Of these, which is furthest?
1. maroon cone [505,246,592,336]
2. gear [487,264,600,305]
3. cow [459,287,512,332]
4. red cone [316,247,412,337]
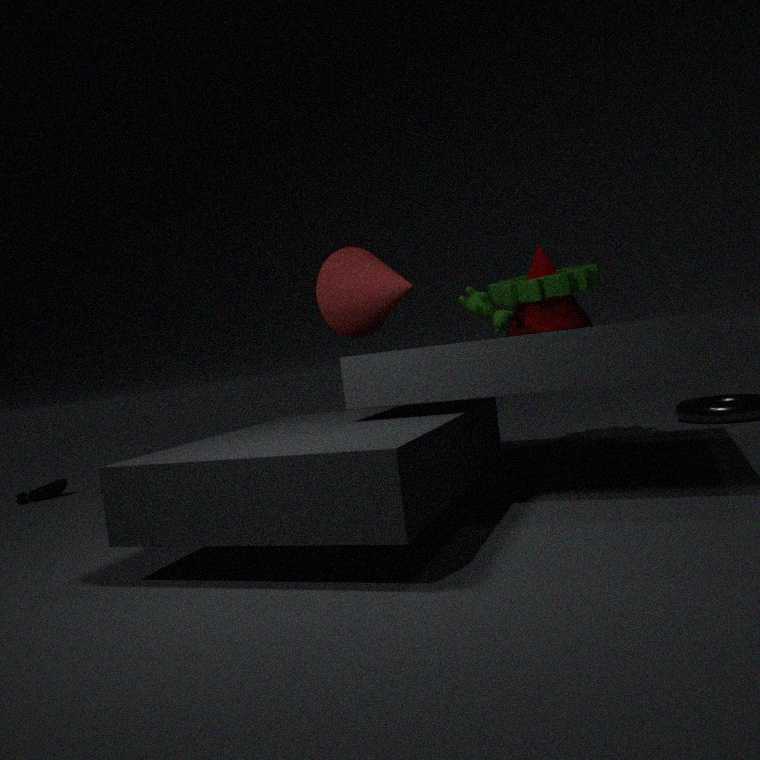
maroon cone [505,246,592,336]
